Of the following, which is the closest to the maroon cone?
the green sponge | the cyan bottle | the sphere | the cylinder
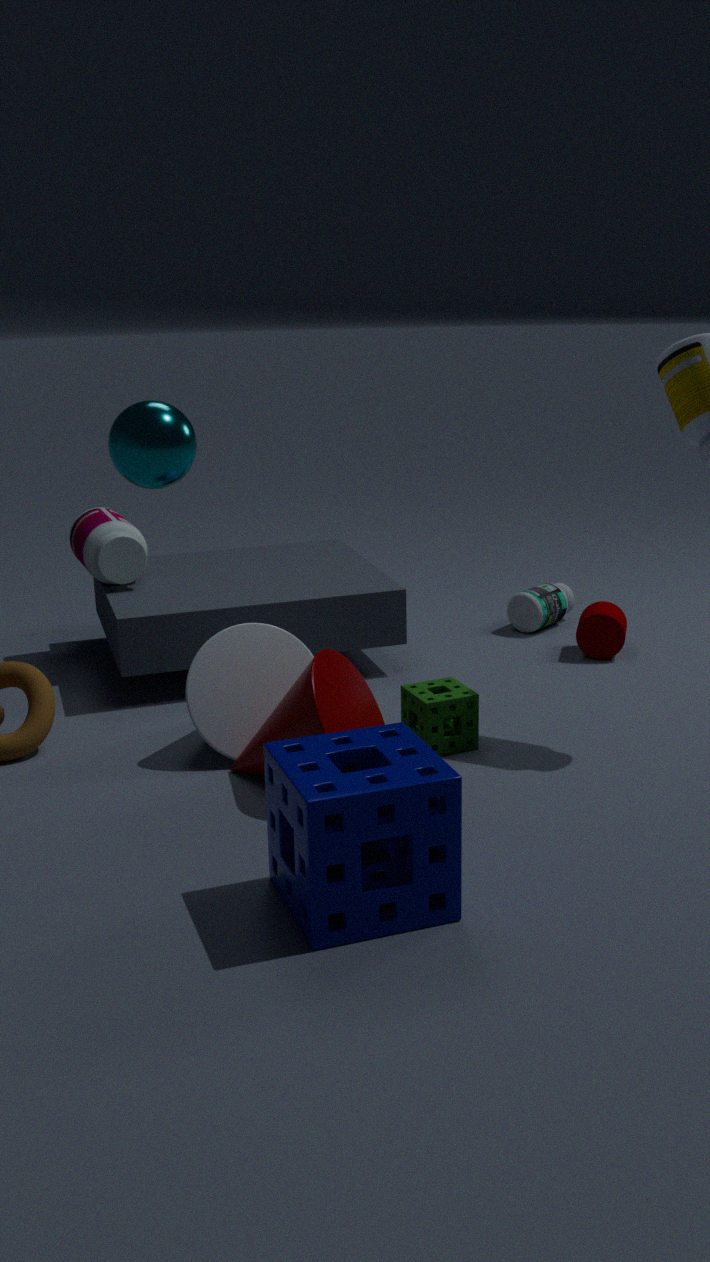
the green sponge
